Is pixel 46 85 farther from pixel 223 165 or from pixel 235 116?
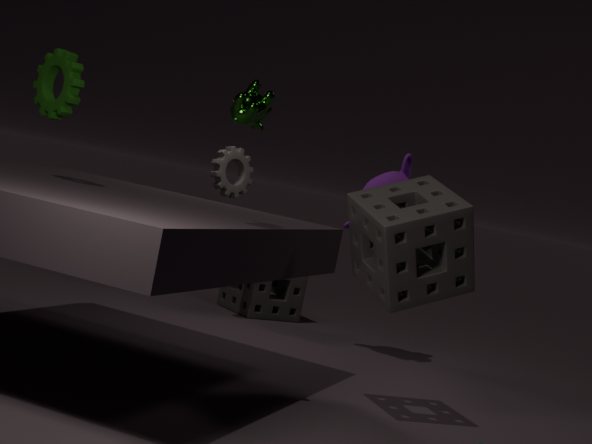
pixel 223 165
